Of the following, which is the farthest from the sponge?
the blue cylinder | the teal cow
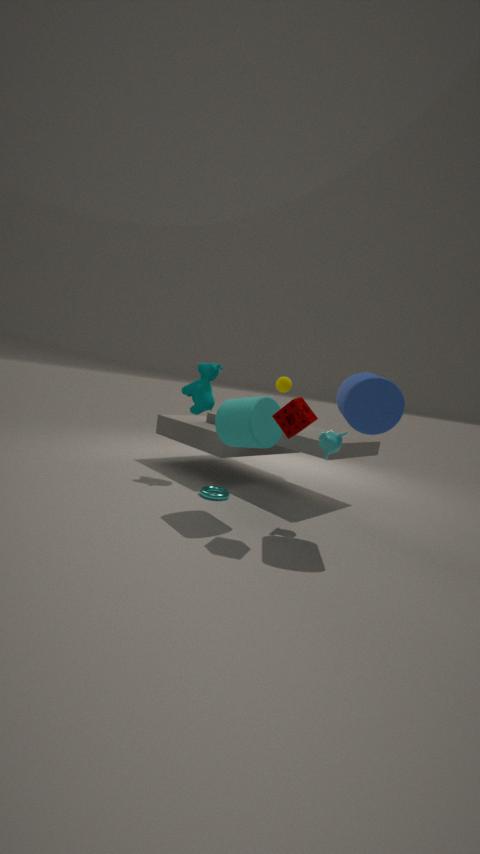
the teal cow
